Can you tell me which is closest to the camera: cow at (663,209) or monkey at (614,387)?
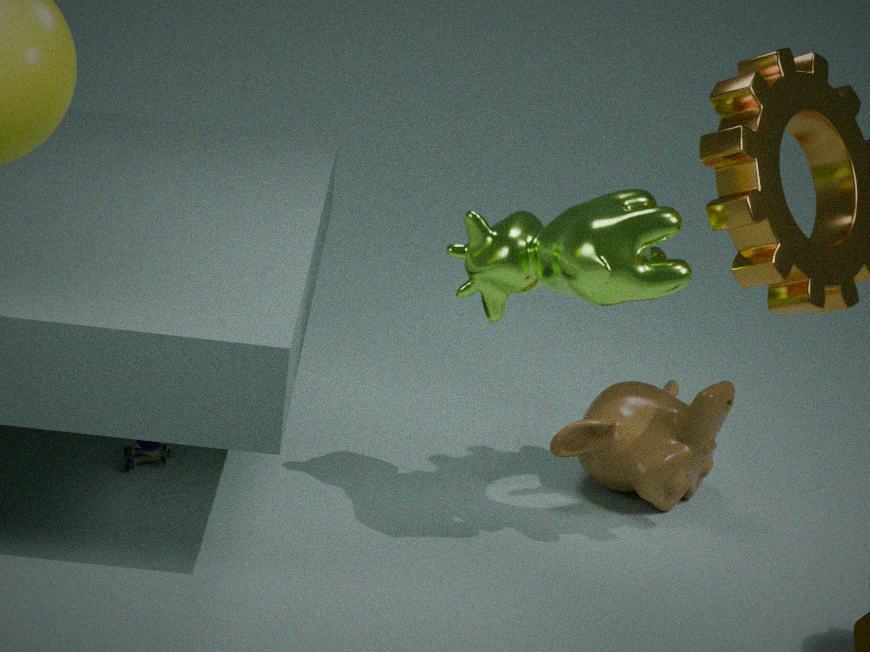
cow at (663,209)
